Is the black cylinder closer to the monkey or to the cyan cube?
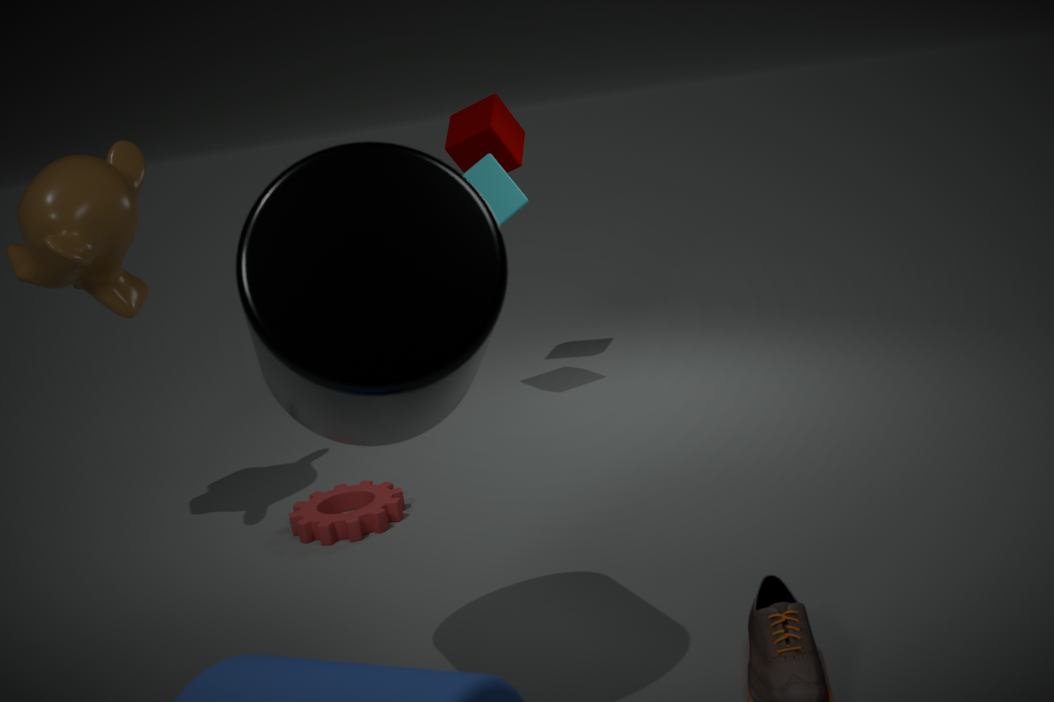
the monkey
